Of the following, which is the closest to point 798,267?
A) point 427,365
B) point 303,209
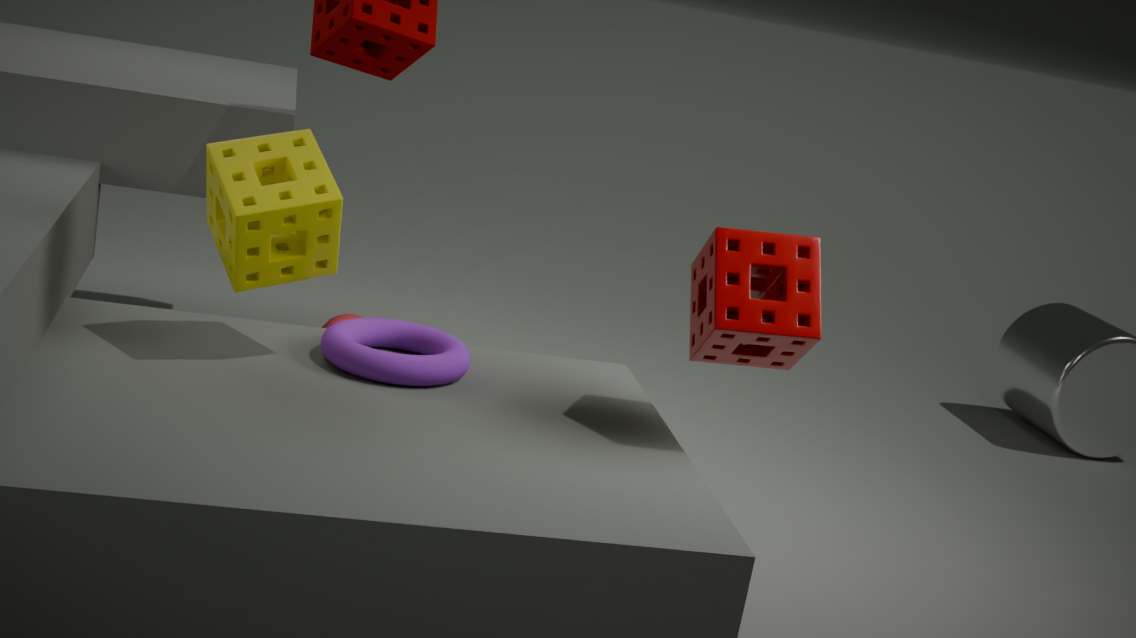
point 427,365
